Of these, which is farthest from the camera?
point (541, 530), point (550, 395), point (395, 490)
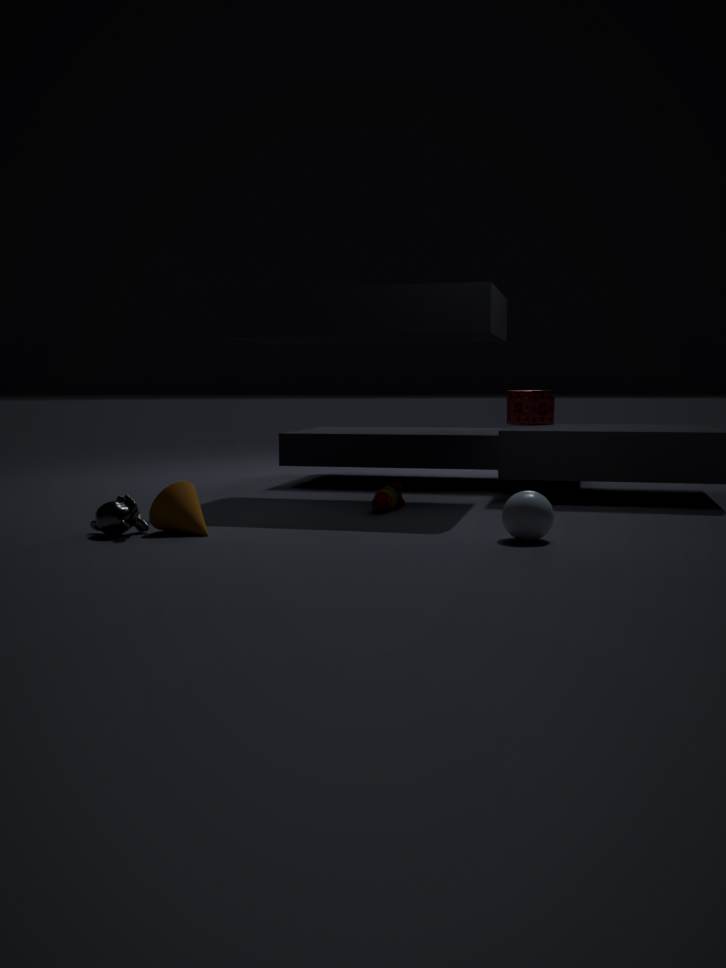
point (550, 395)
